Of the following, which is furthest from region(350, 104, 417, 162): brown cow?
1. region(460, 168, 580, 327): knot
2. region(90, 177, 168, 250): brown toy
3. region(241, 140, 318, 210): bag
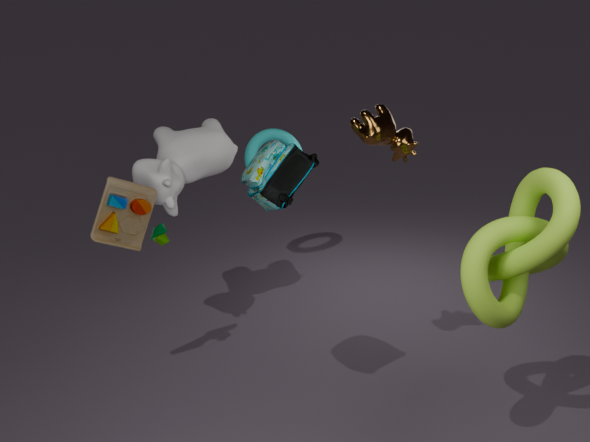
region(90, 177, 168, 250): brown toy
